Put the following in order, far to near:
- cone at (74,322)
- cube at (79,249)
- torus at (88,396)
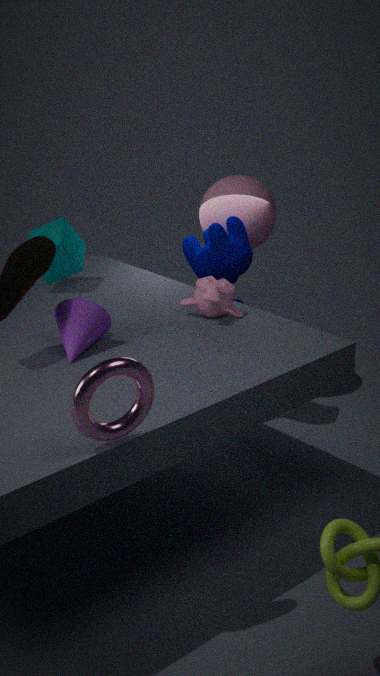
cube at (79,249), cone at (74,322), torus at (88,396)
